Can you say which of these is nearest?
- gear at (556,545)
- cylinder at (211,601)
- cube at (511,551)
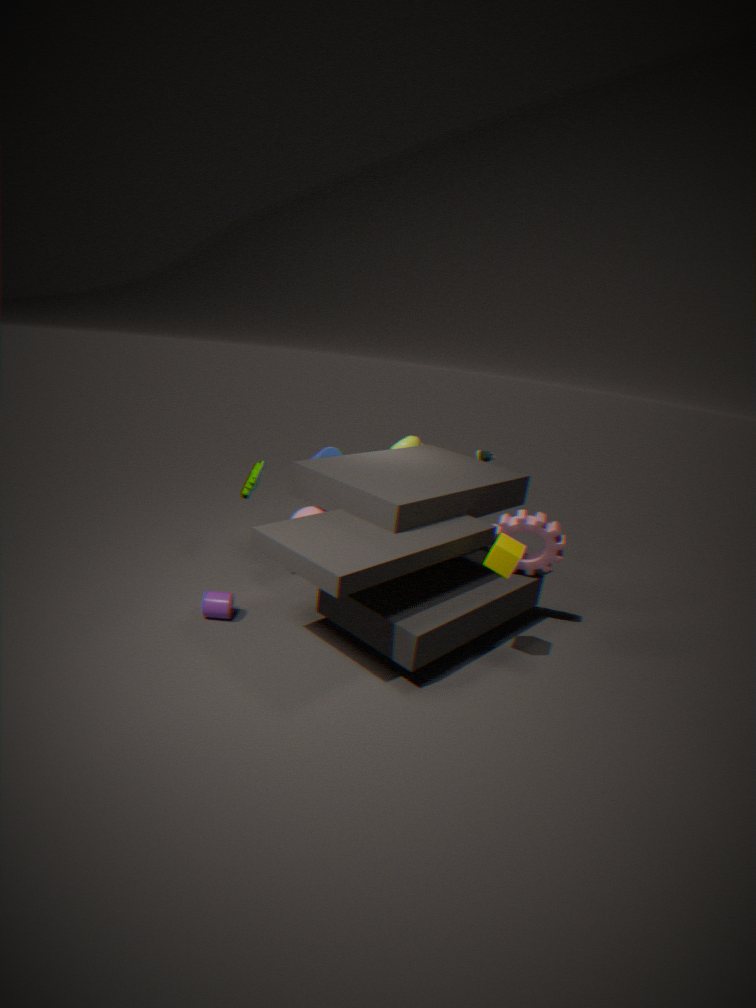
cube at (511,551)
